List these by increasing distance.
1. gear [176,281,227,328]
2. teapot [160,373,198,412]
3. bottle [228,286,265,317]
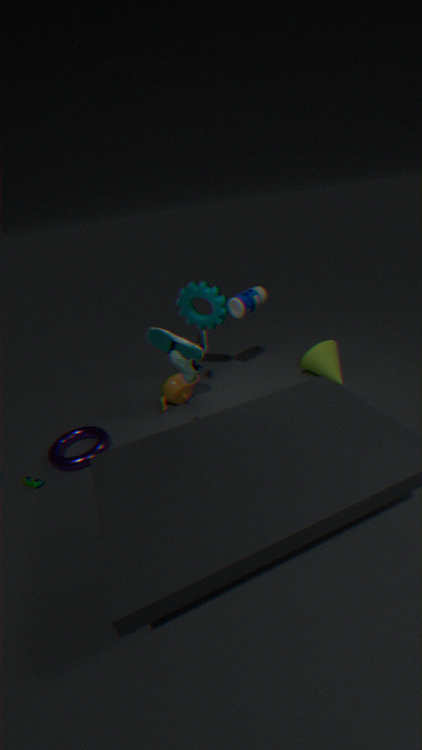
1. teapot [160,373,198,412]
2. bottle [228,286,265,317]
3. gear [176,281,227,328]
